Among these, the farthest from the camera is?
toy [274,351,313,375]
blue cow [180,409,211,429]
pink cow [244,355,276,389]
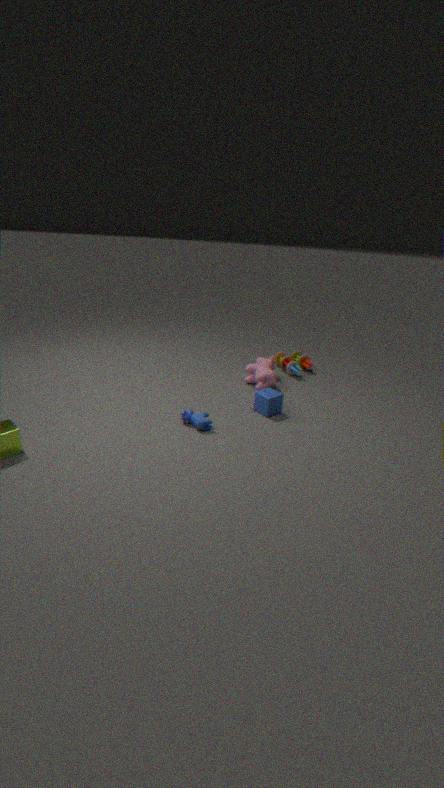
toy [274,351,313,375]
